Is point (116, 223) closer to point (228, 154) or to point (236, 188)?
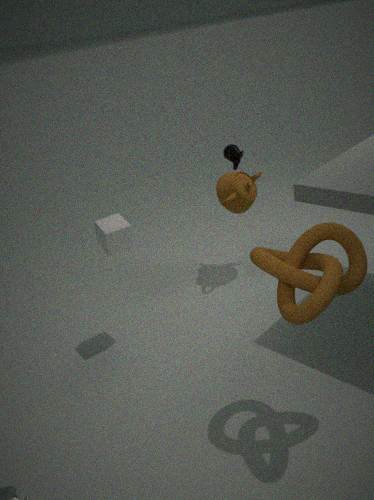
point (236, 188)
